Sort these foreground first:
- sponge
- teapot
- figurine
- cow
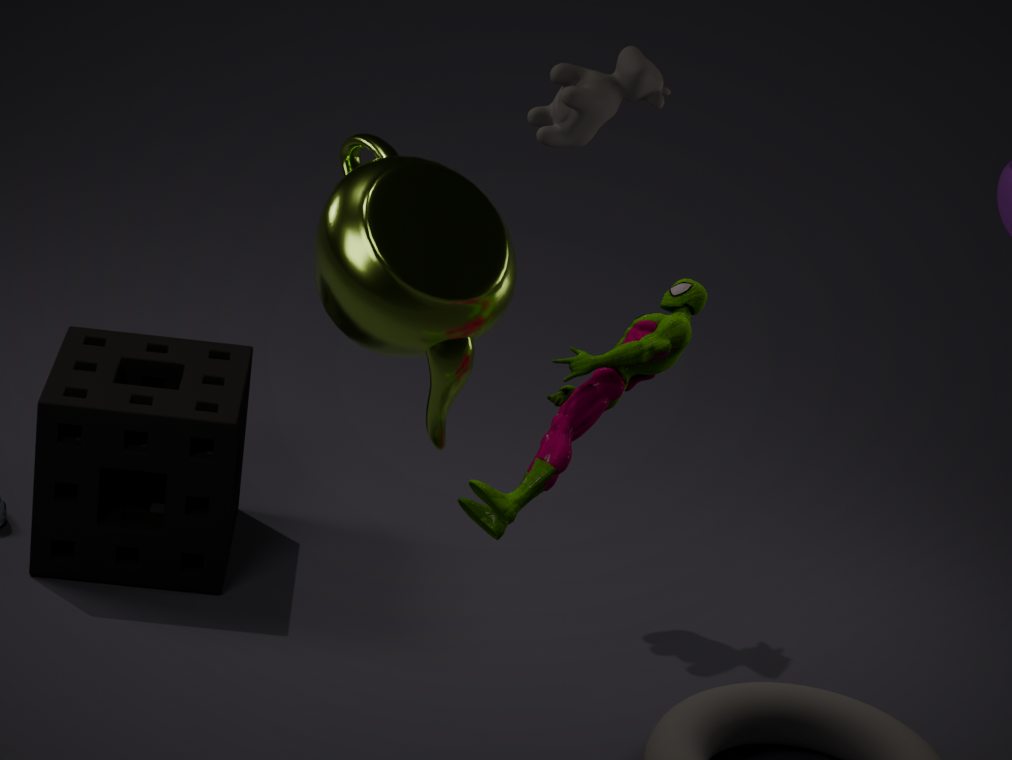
figurine, teapot, sponge, cow
